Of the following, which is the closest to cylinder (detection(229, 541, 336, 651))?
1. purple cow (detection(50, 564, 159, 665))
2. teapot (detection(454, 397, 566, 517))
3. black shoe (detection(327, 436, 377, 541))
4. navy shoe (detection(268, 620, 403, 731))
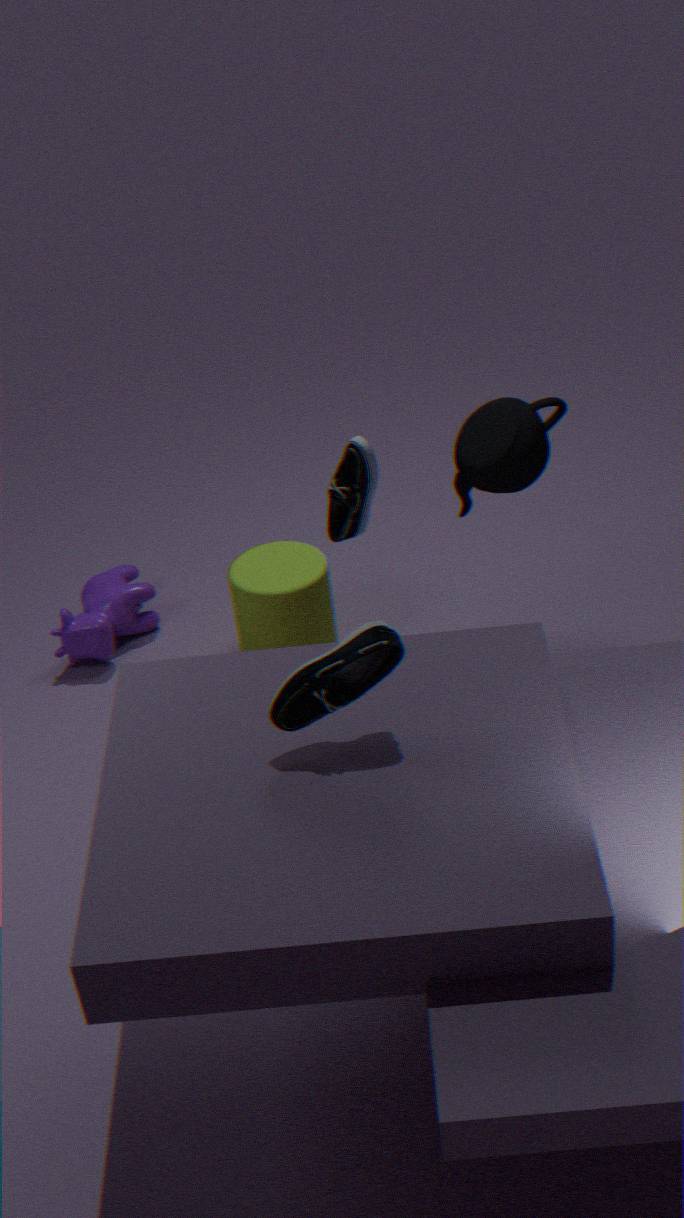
black shoe (detection(327, 436, 377, 541))
